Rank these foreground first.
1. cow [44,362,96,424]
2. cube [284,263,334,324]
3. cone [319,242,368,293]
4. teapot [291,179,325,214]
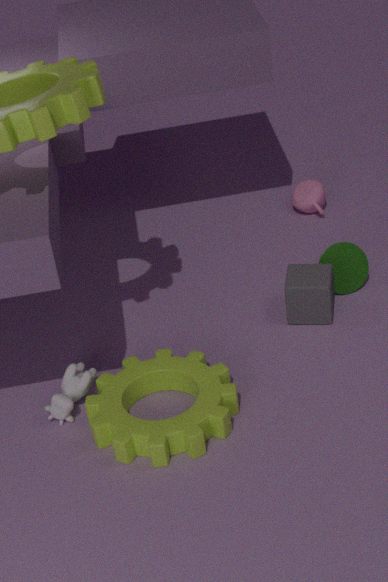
cow [44,362,96,424] < cube [284,263,334,324] < cone [319,242,368,293] < teapot [291,179,325,214]
